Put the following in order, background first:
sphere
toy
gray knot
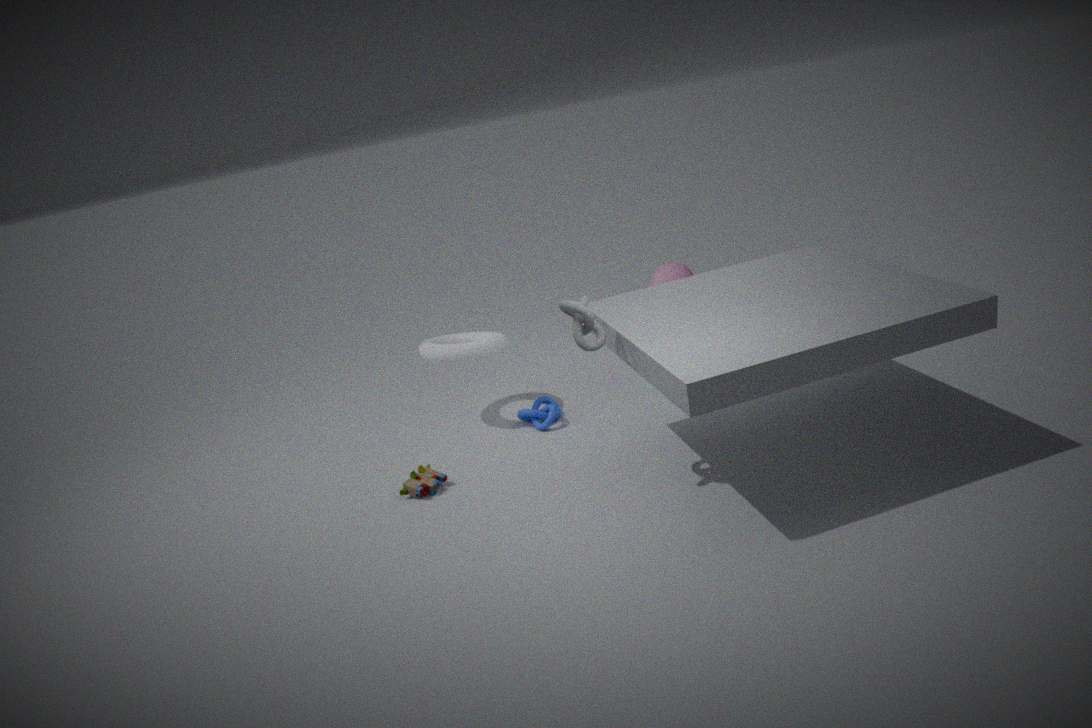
sphere → toy → gray knot
